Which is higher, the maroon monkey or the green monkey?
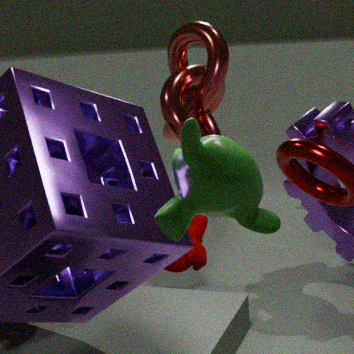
the green monkey
